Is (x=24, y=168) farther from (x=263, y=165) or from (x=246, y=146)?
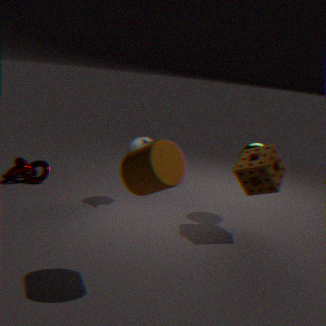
(x=263, y=165)
